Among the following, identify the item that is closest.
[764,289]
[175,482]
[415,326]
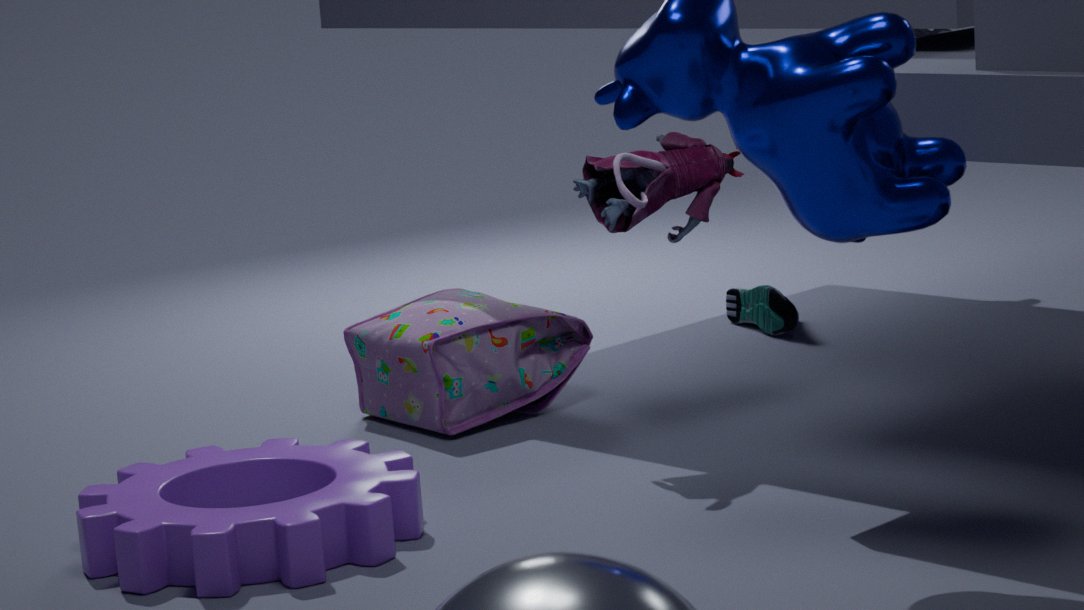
[175,482]
